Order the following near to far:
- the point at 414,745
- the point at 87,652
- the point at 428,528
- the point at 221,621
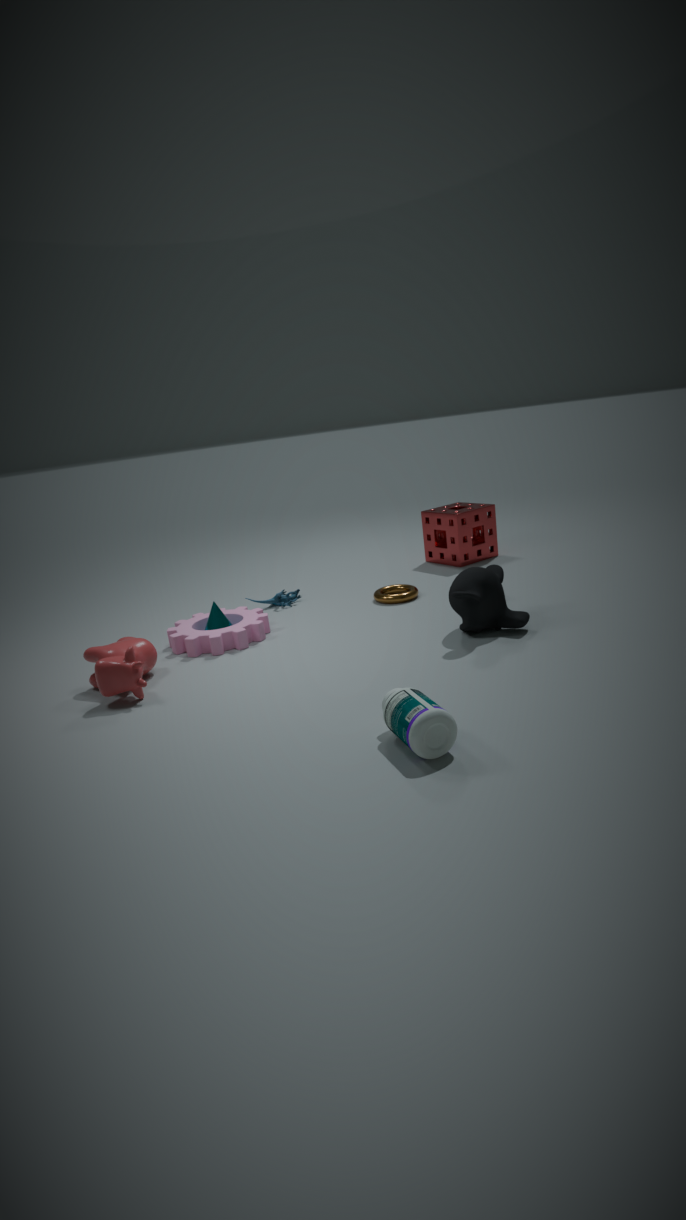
the point at 414,745 → the point at 87,652 → the point at 221,621 → the point at 428,528
